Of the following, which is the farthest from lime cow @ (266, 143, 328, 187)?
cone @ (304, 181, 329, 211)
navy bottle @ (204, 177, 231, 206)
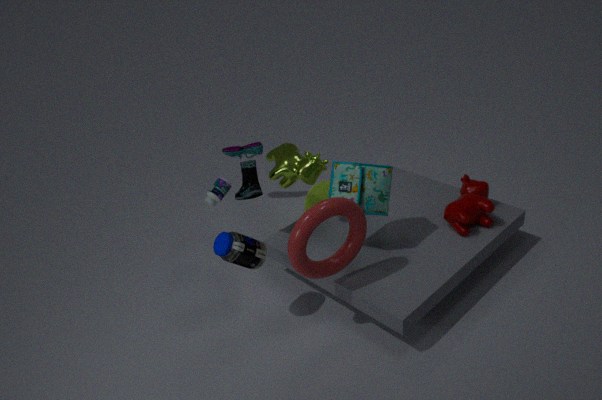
cone @ (304, 181, 329, 211)
